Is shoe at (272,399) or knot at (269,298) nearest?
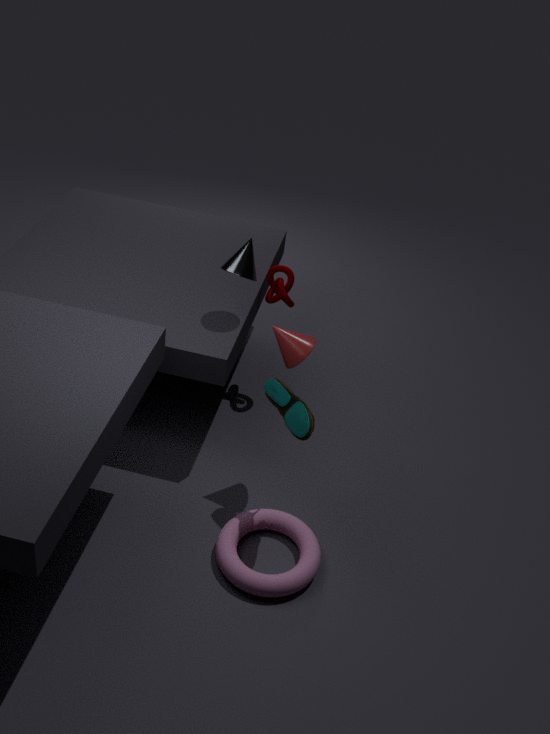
shoe at (272,399)
